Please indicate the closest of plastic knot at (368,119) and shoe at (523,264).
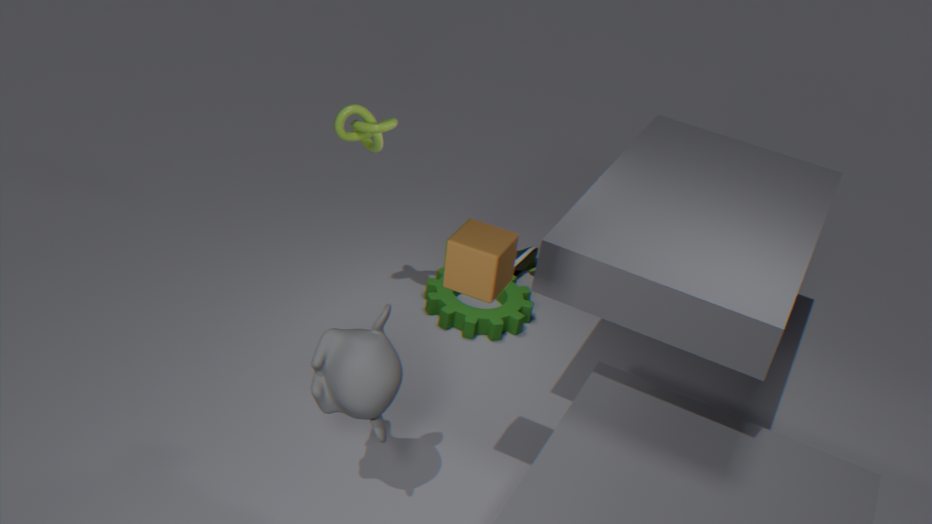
plastic knot at (368,119)
